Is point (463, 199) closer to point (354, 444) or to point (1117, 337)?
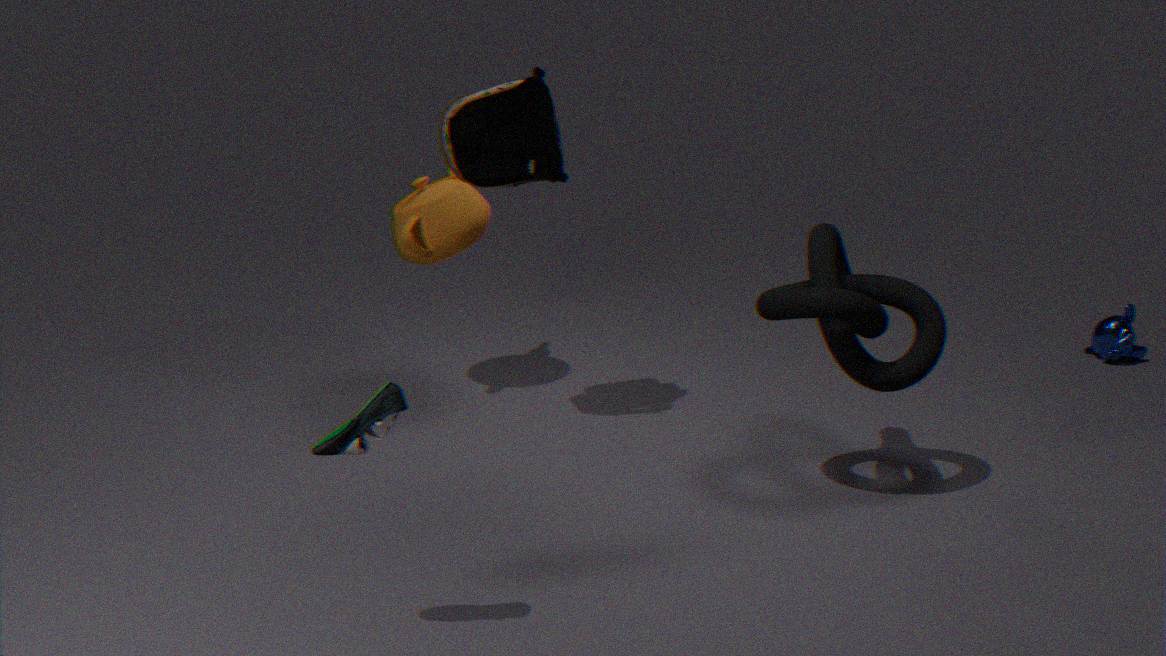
point (354, 444)
